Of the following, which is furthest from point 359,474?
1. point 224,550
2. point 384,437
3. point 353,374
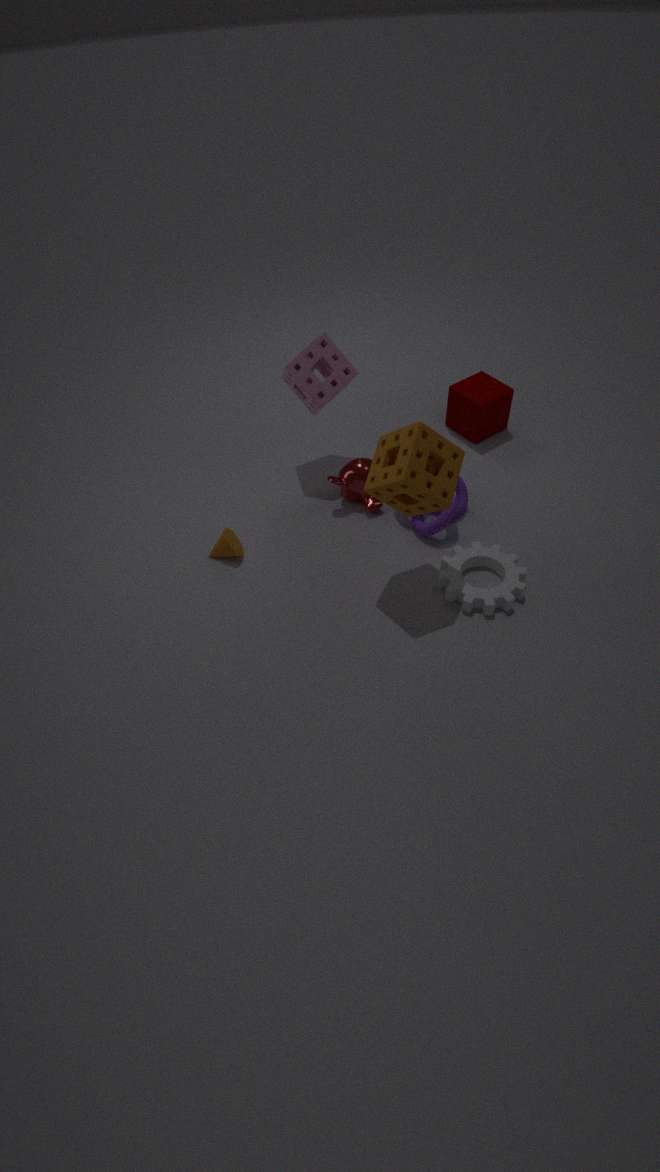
point 224,550
